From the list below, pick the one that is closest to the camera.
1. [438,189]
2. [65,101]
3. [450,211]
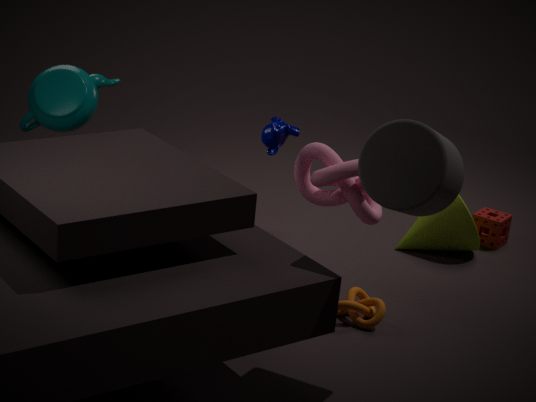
[438,189]
